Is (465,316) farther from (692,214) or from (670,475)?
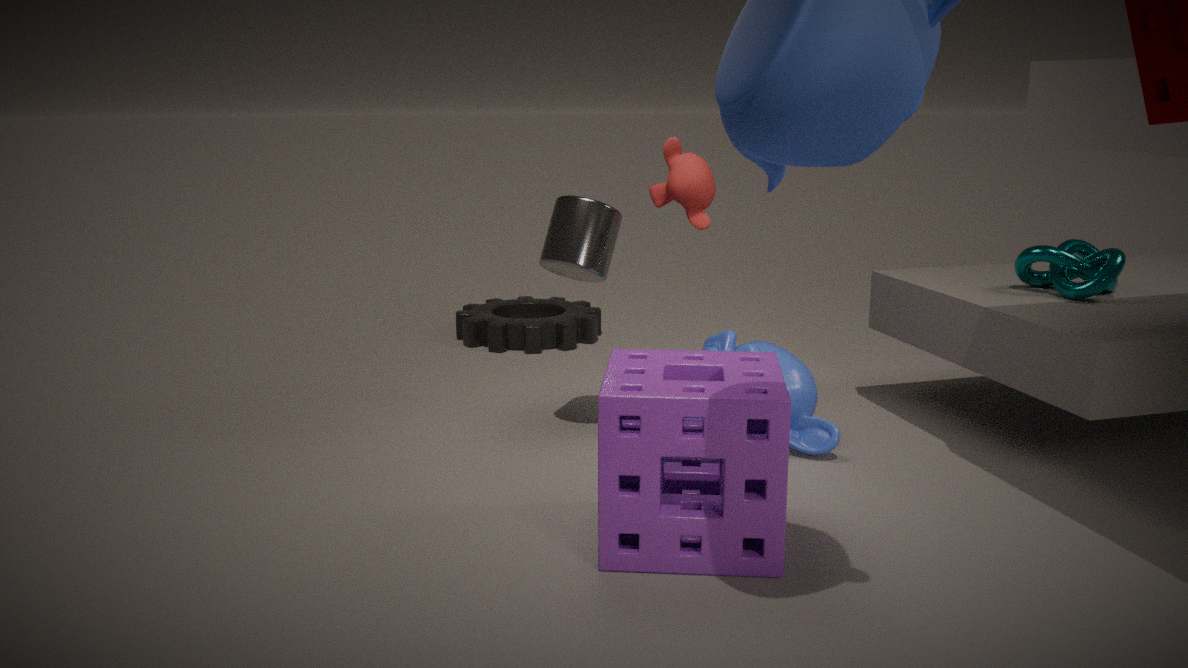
(670,475)
